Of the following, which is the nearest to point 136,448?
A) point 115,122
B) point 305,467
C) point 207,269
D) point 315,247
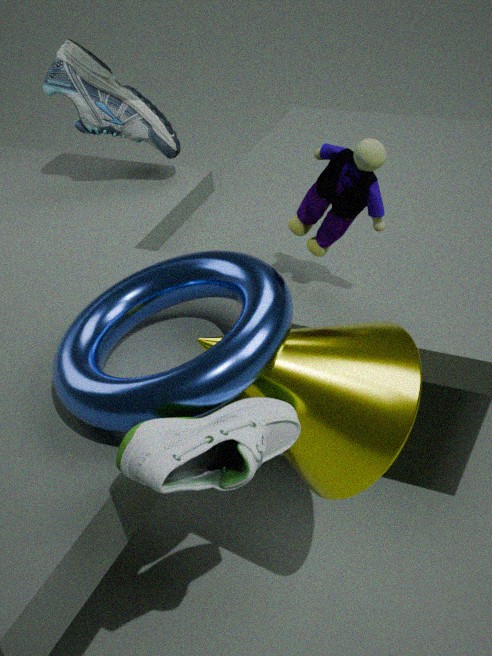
point 207,269
